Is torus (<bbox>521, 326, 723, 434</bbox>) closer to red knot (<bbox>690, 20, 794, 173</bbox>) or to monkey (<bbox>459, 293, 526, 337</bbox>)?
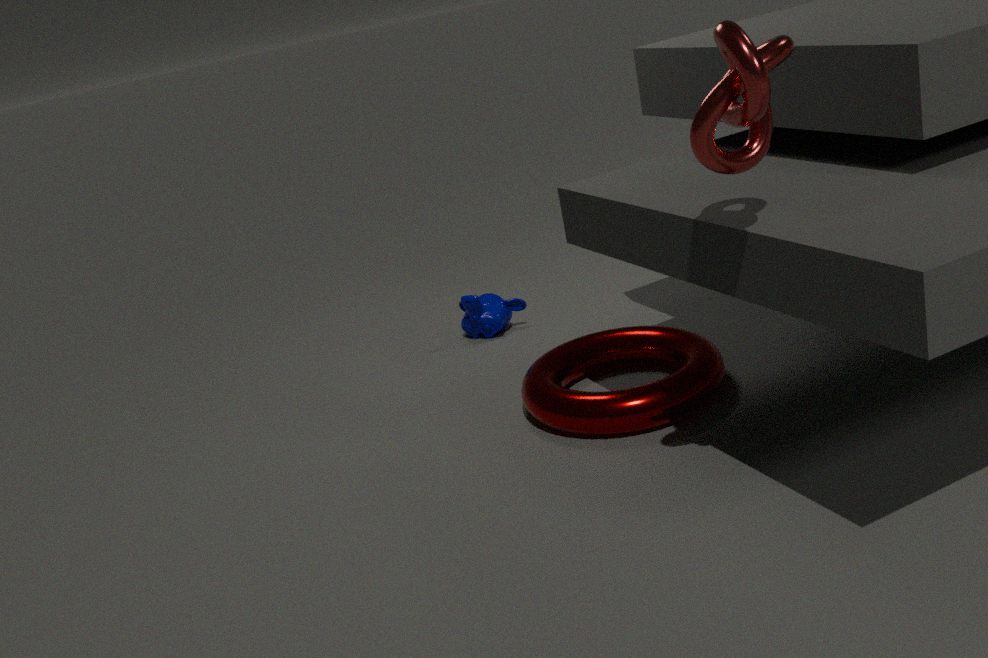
monkey (<bbox>459, 293, 526, 337</bbox>)
